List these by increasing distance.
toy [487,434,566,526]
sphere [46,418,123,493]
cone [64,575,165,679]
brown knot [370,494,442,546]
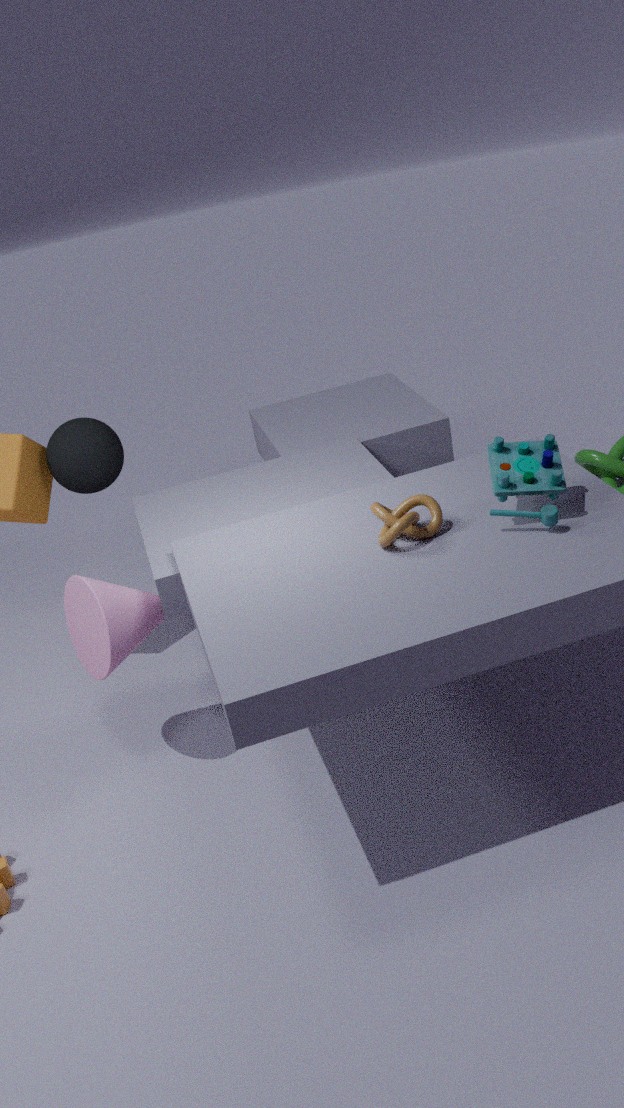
toy [487,434,566,526]
brown knot [370,494,442,546]
cone [64,575,165,679]
sphere [46,418,123,493]
